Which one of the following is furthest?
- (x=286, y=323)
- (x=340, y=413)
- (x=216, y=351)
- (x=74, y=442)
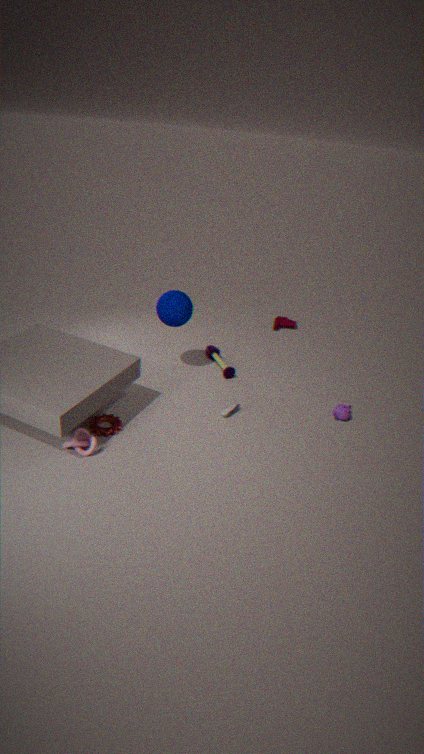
(x=286, y=323)
